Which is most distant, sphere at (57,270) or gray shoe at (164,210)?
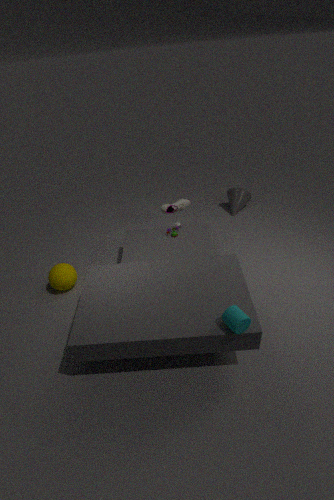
gray shoe at (164,210)
